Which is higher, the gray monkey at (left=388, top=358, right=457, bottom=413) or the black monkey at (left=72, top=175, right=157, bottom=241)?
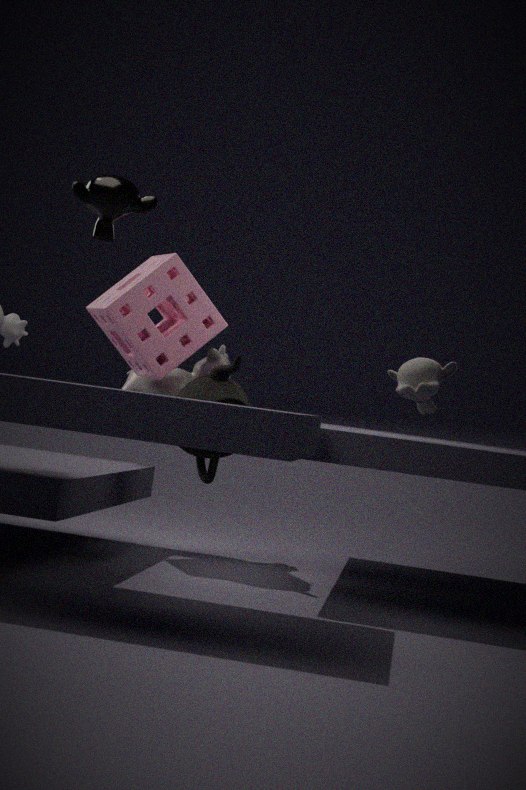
the black monkey at (left=72, top=175, right=157, bottom=241)
